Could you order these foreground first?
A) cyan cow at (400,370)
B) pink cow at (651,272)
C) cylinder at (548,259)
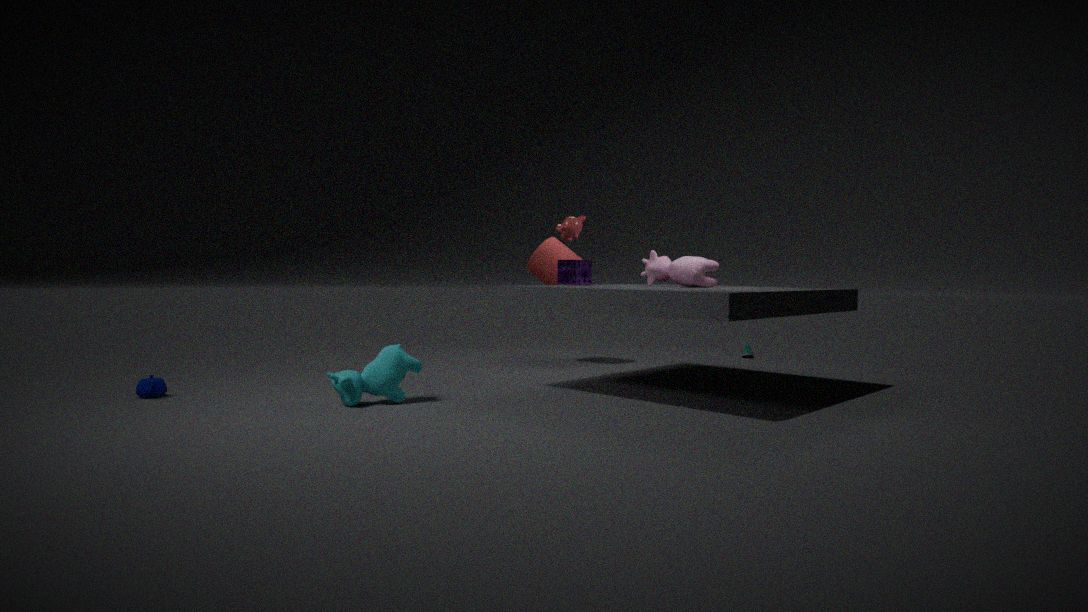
cyan cow at (400,370) → pink cow at (651,272) → cylinder at (548,259)
